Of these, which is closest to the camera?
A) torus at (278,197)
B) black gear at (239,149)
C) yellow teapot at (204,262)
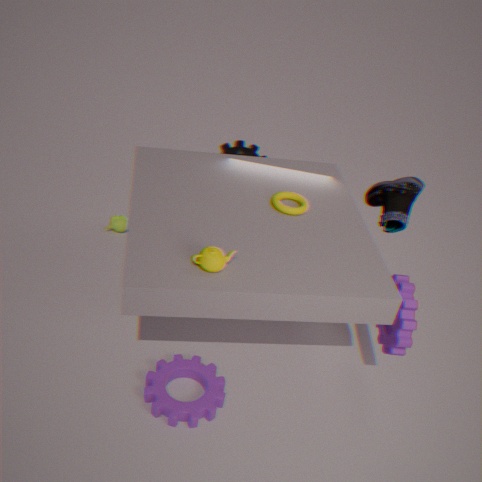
yellow teapot at (204,262)
